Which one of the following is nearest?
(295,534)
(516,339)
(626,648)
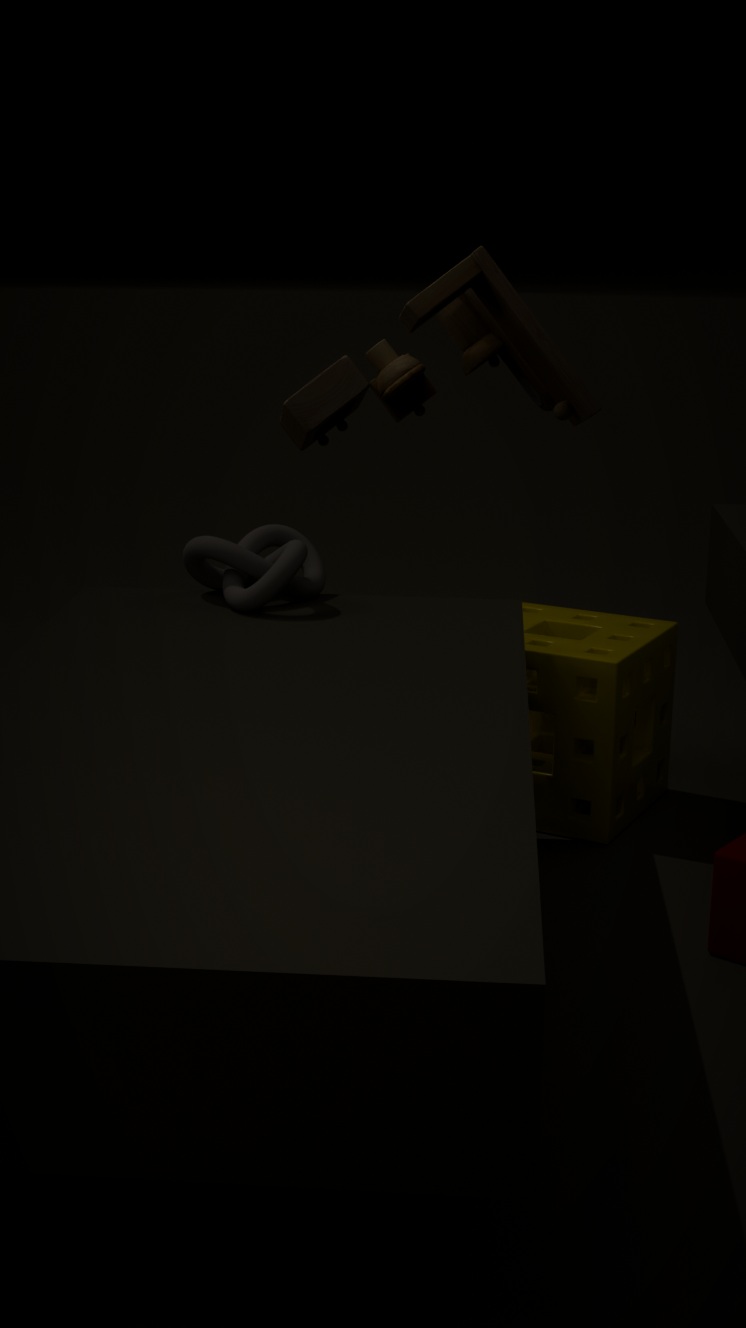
(516,339)
